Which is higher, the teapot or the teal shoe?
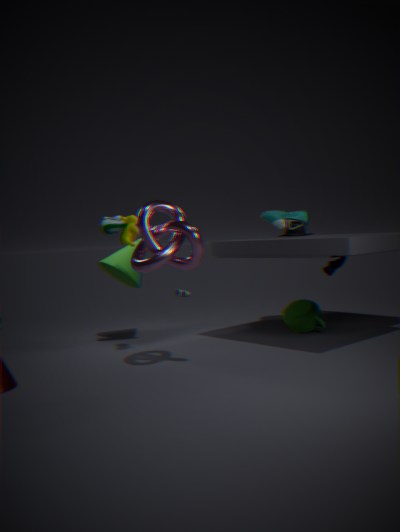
the teal shoe
